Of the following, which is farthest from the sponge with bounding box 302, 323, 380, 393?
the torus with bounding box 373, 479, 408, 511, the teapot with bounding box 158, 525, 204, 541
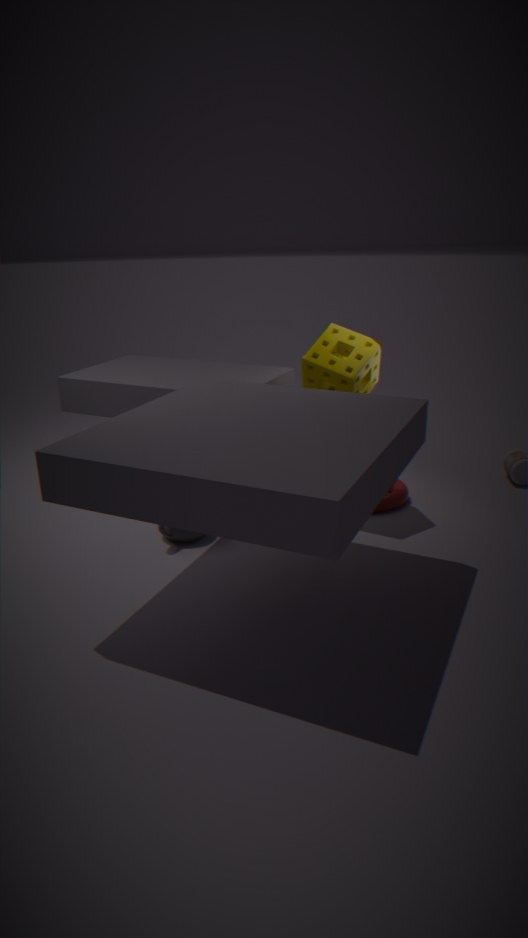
the teapot with bounding box 158, 525, 204, 541
